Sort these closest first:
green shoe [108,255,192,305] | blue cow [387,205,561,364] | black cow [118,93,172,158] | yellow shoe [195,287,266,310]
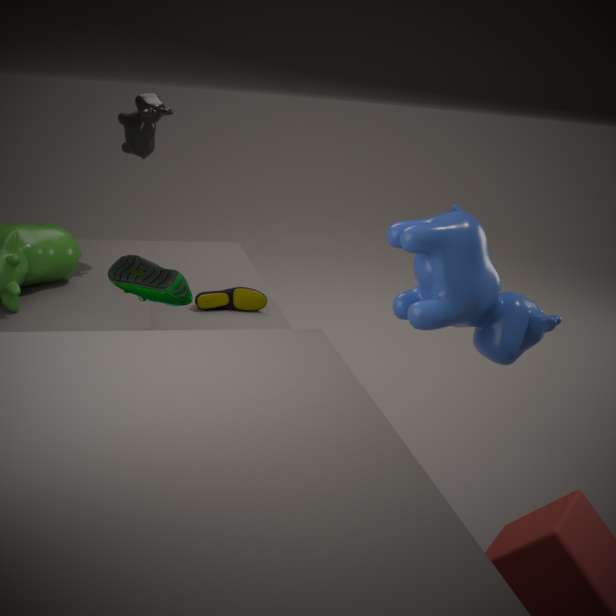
green shoe [108,255,192,305]
blue cow [387,205,561,364]
yellow shoe [195,287,266,310]
black cow [118,93,172,158]
